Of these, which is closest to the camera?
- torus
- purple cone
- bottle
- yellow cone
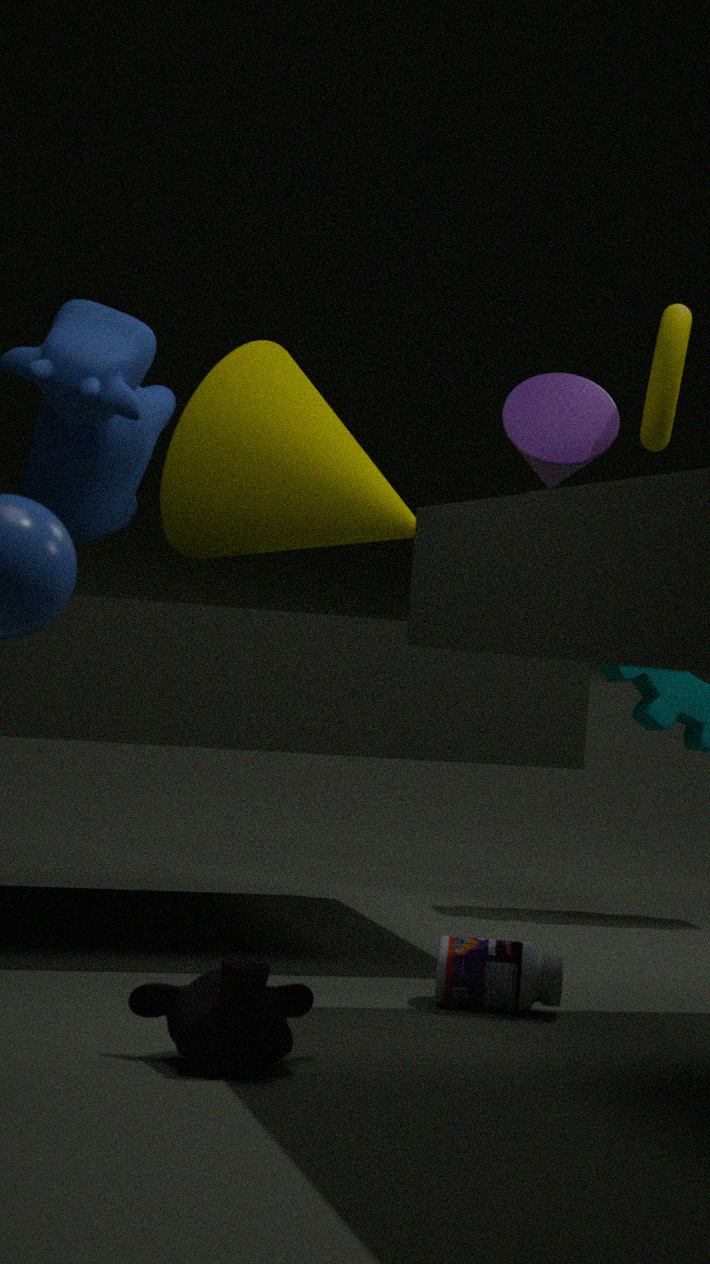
bottle
